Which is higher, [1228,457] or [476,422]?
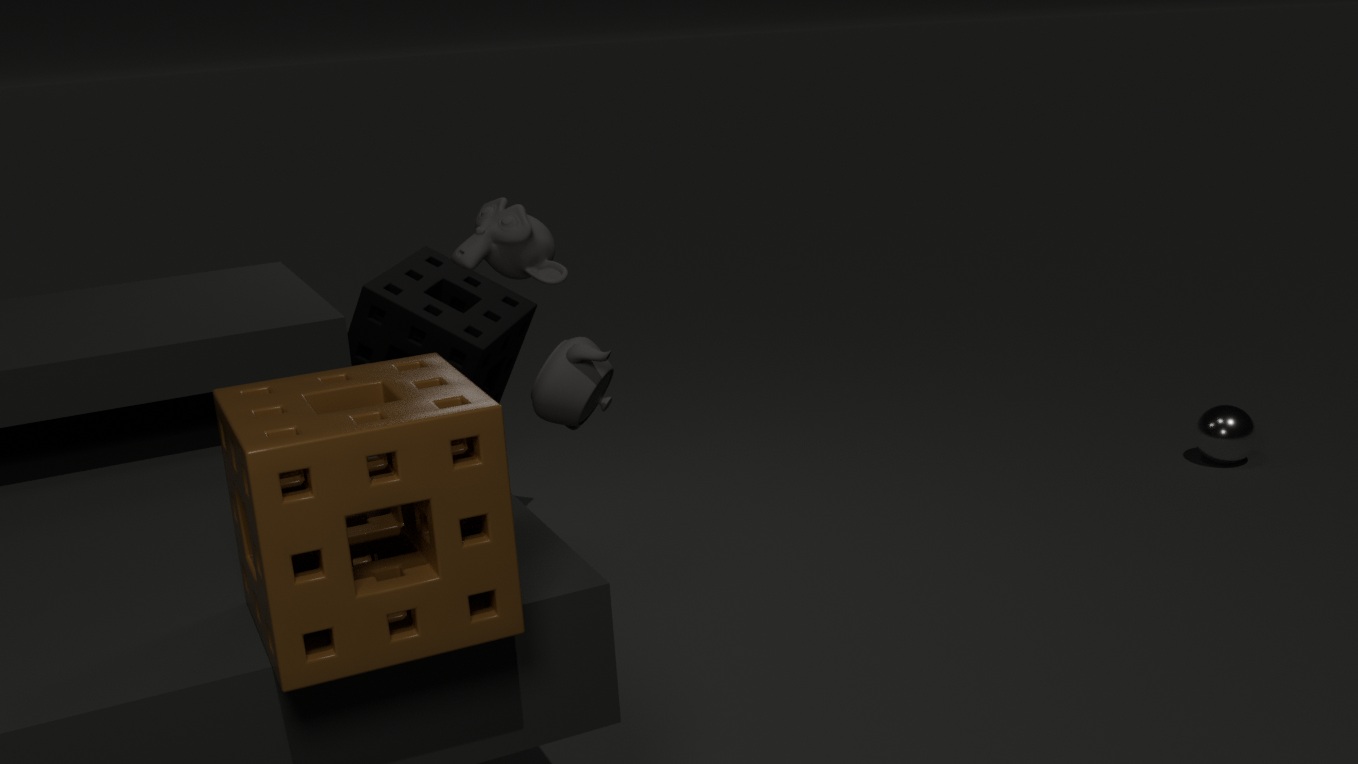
[476,422]
